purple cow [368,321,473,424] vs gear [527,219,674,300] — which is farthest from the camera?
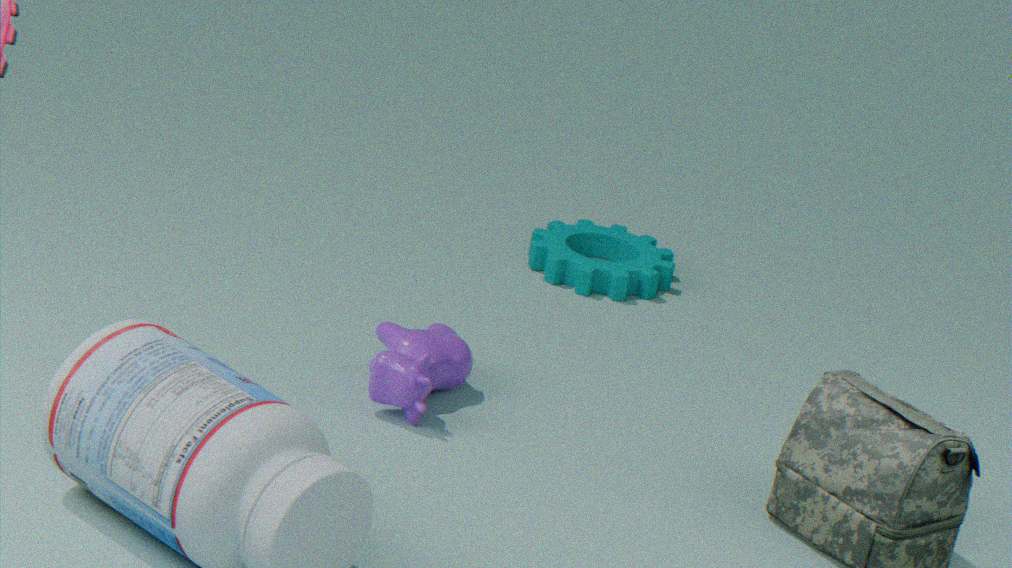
gear [527,219,674,300]
